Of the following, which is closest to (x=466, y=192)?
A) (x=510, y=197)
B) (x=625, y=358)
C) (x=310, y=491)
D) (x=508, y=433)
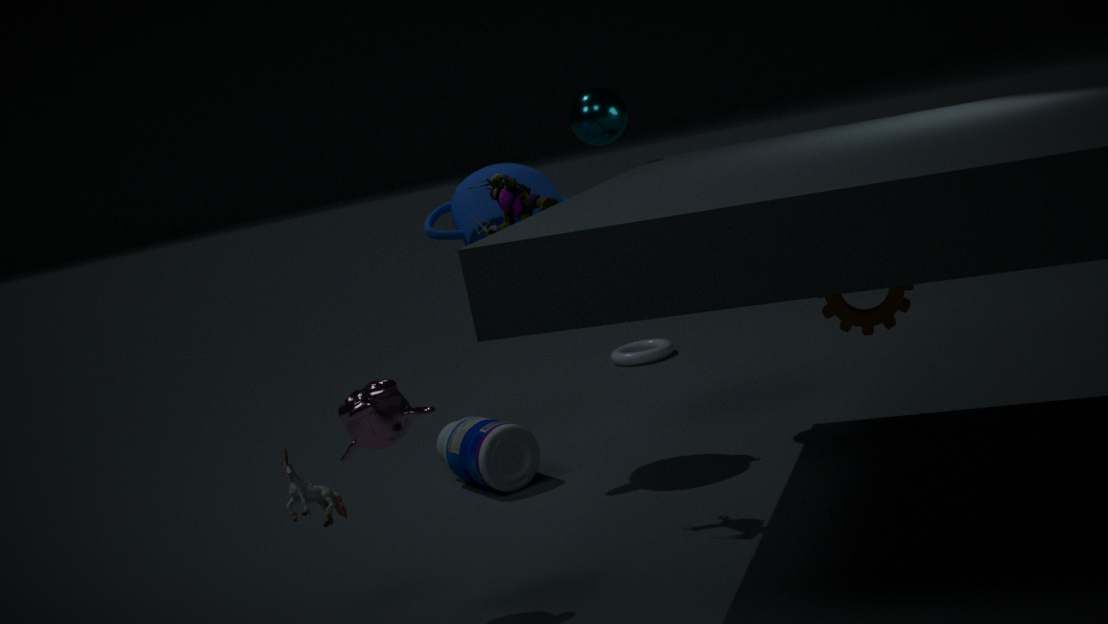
(x=510, y=197)
